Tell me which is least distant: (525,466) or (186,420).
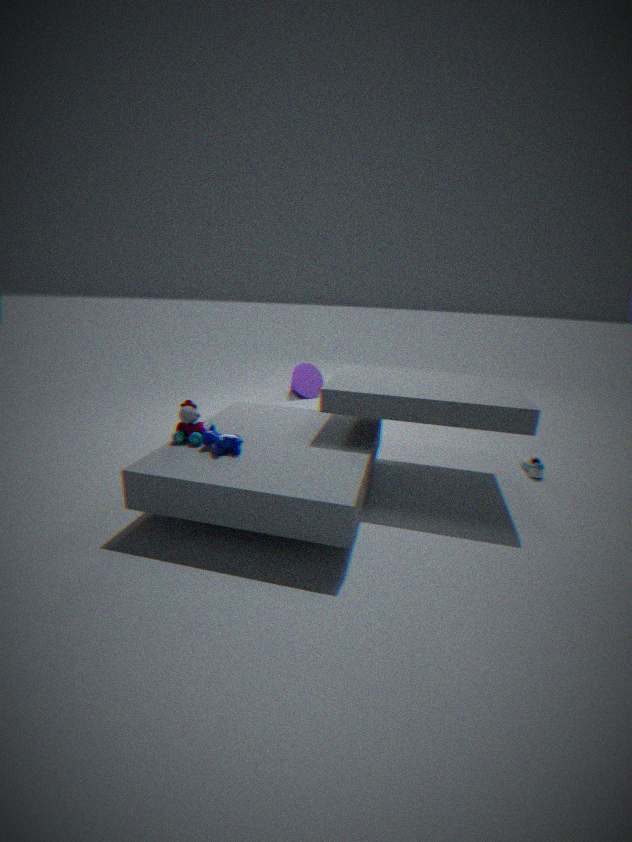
(186,420)
